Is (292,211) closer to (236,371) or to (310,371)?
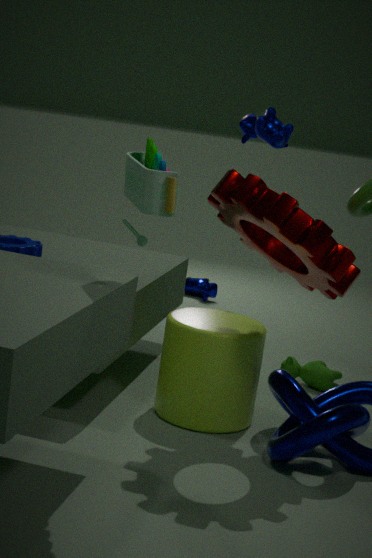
(236,371)
